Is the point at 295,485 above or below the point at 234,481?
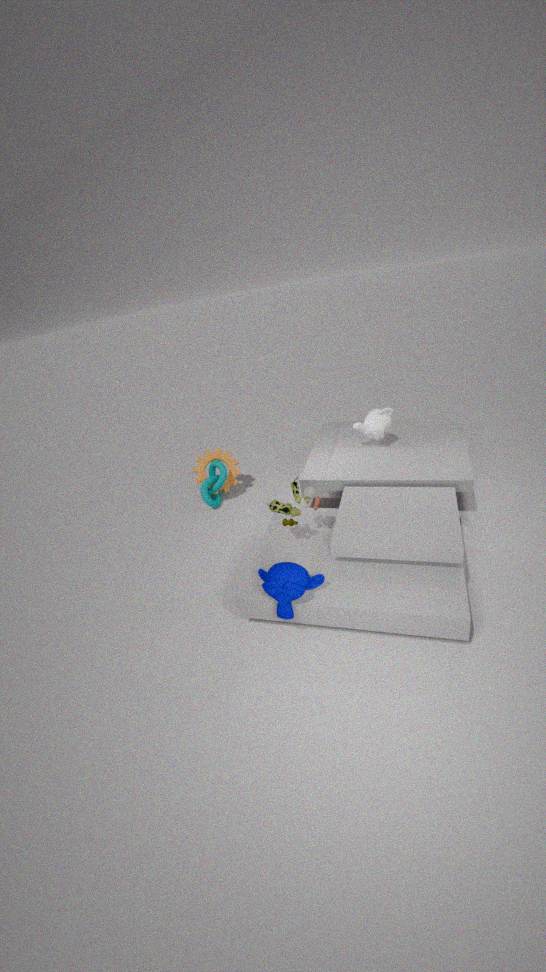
above
